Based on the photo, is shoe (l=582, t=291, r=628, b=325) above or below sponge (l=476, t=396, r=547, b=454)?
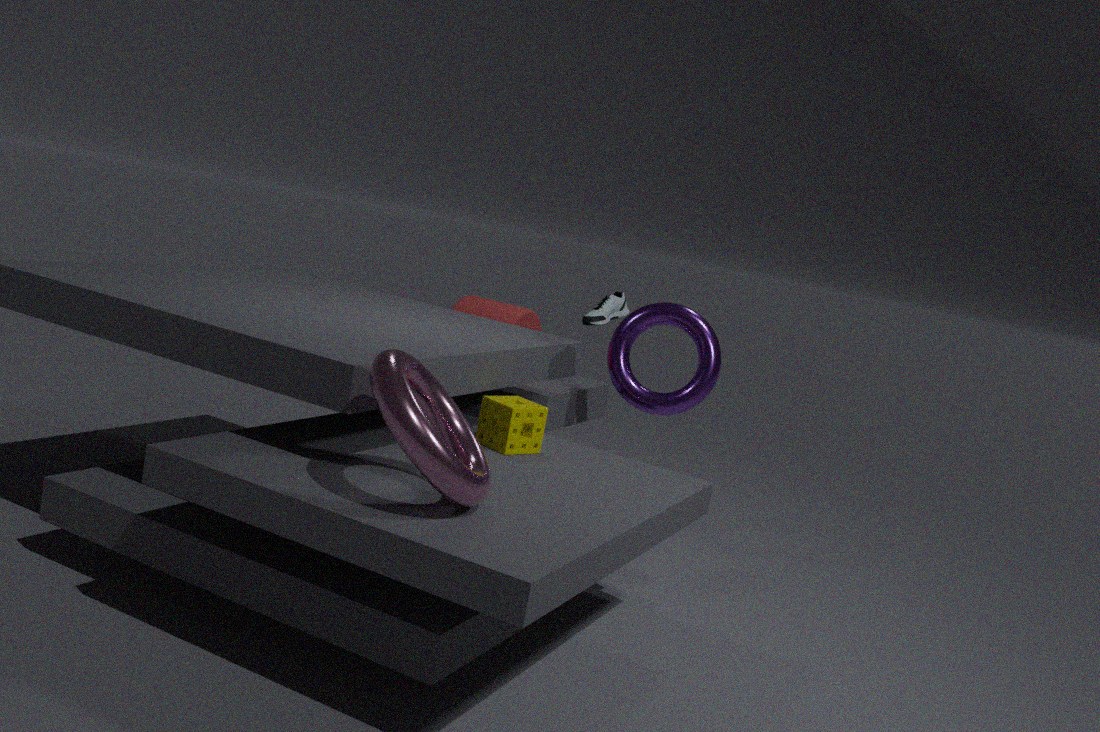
above
